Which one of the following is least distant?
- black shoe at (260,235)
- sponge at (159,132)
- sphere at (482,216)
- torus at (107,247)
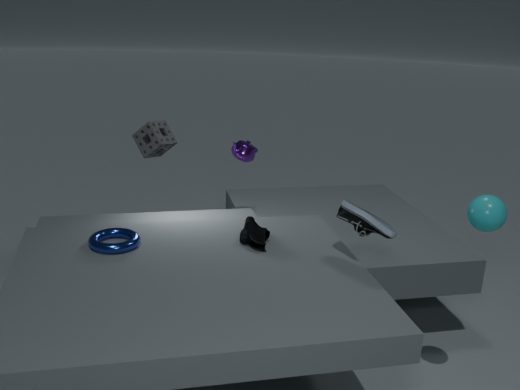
sphere at (482,216)
